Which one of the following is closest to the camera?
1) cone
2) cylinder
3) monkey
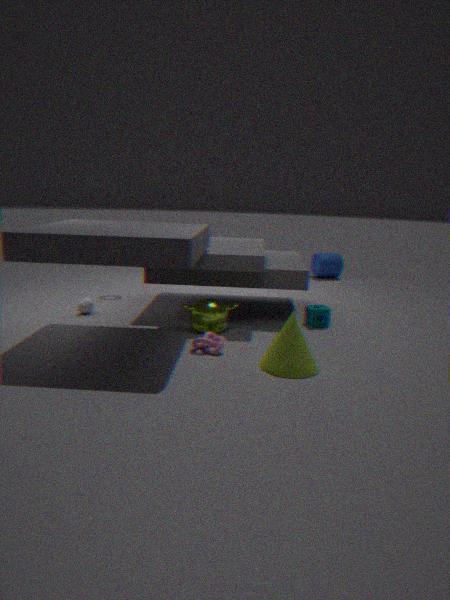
1. cone
